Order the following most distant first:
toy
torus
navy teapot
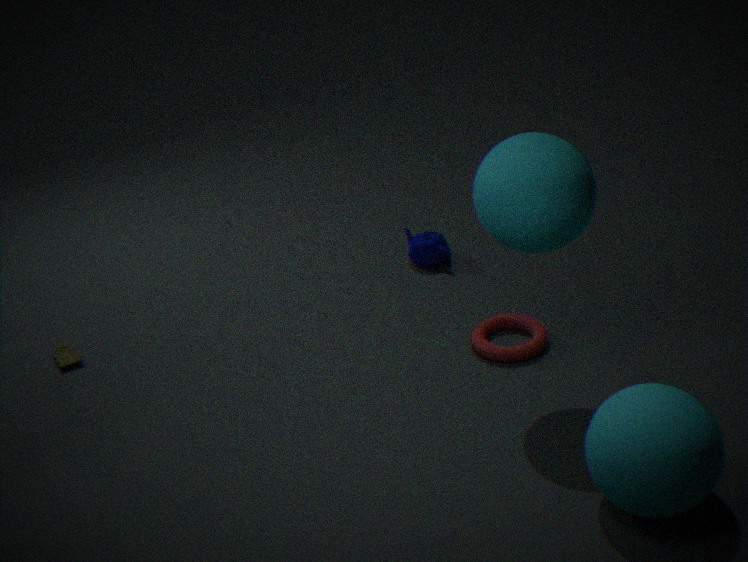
navy teapot, toy, torus
